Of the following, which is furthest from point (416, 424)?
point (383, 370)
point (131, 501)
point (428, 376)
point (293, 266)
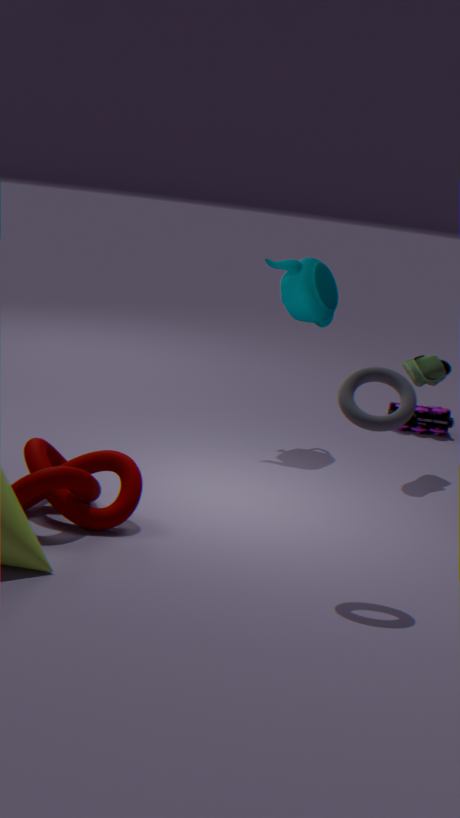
point (131, 501)
